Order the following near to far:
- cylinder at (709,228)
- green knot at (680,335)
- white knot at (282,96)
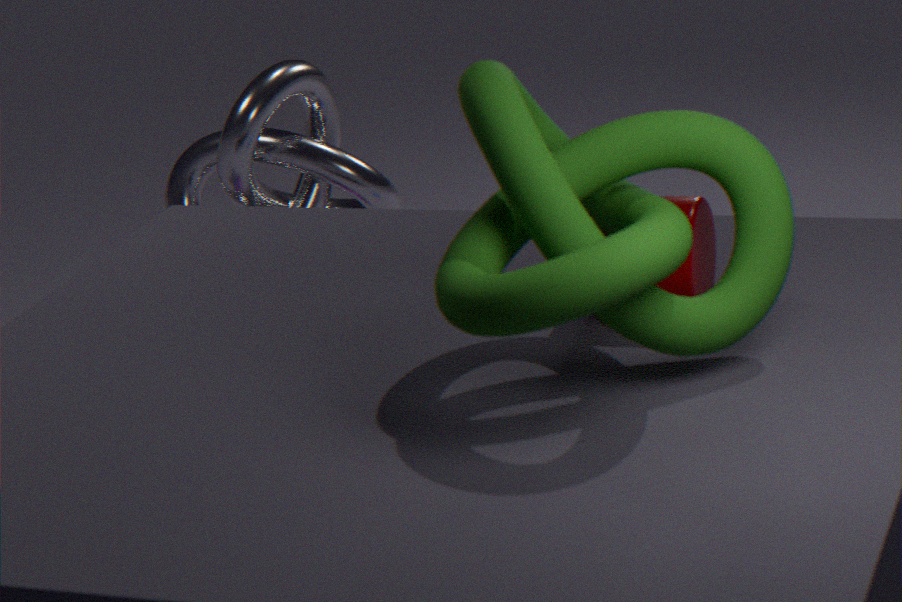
1. green knot at (680,335)
2. cylinder at (709,228)
3. white knot at (282,96)
